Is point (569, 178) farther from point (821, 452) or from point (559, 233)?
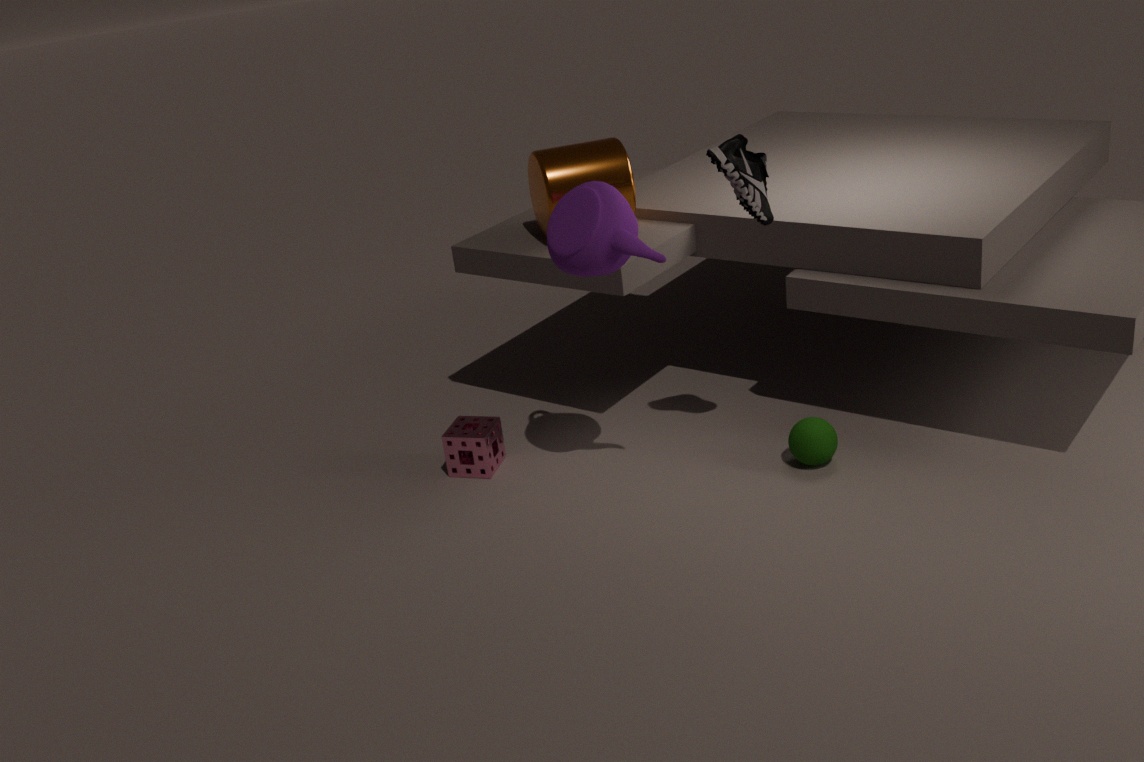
point (821, 452)
